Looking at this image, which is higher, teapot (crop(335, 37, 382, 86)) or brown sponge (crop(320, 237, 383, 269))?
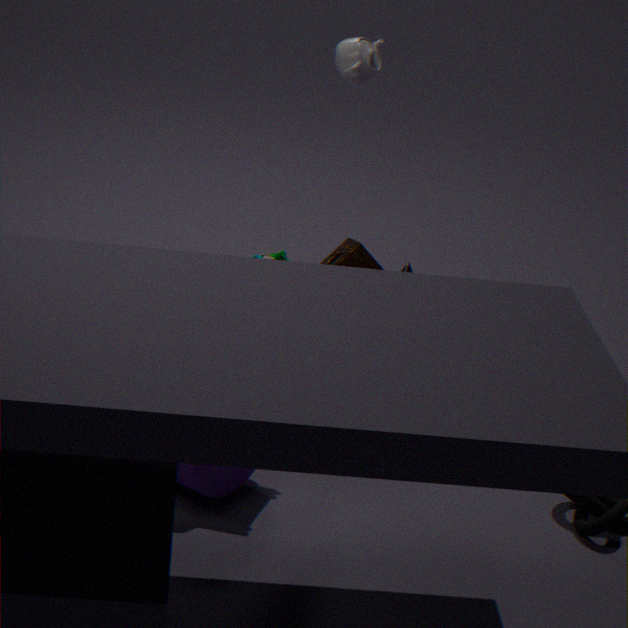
teapot (crop(335, 37, 382, 86))
